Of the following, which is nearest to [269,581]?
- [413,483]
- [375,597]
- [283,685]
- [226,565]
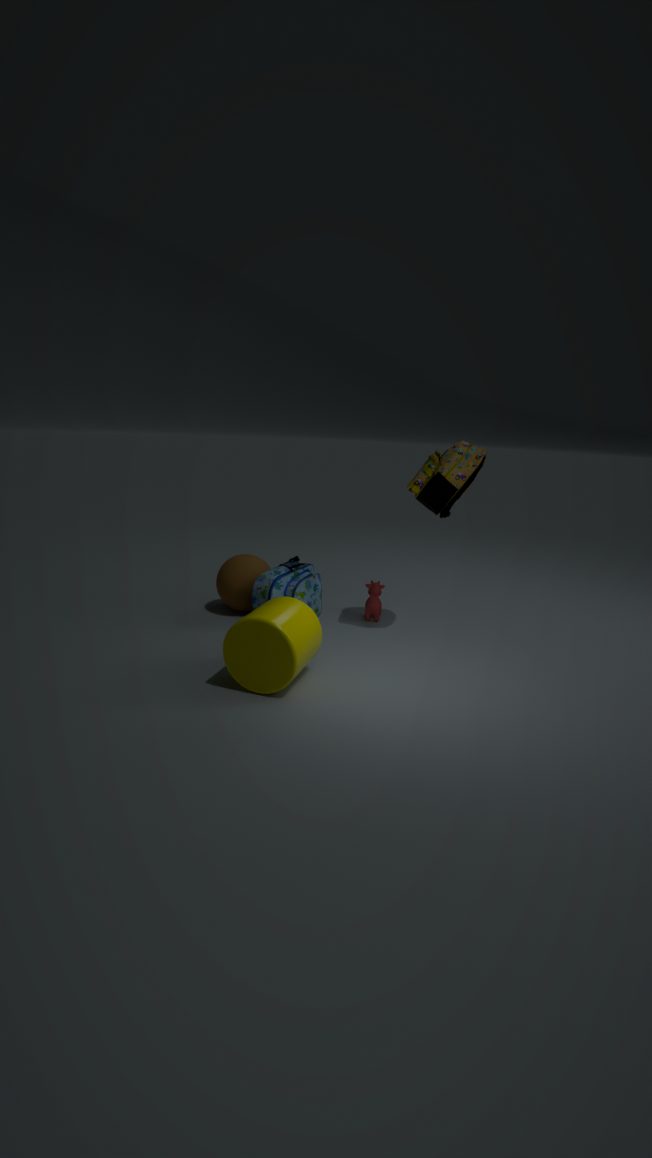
[226,565]
